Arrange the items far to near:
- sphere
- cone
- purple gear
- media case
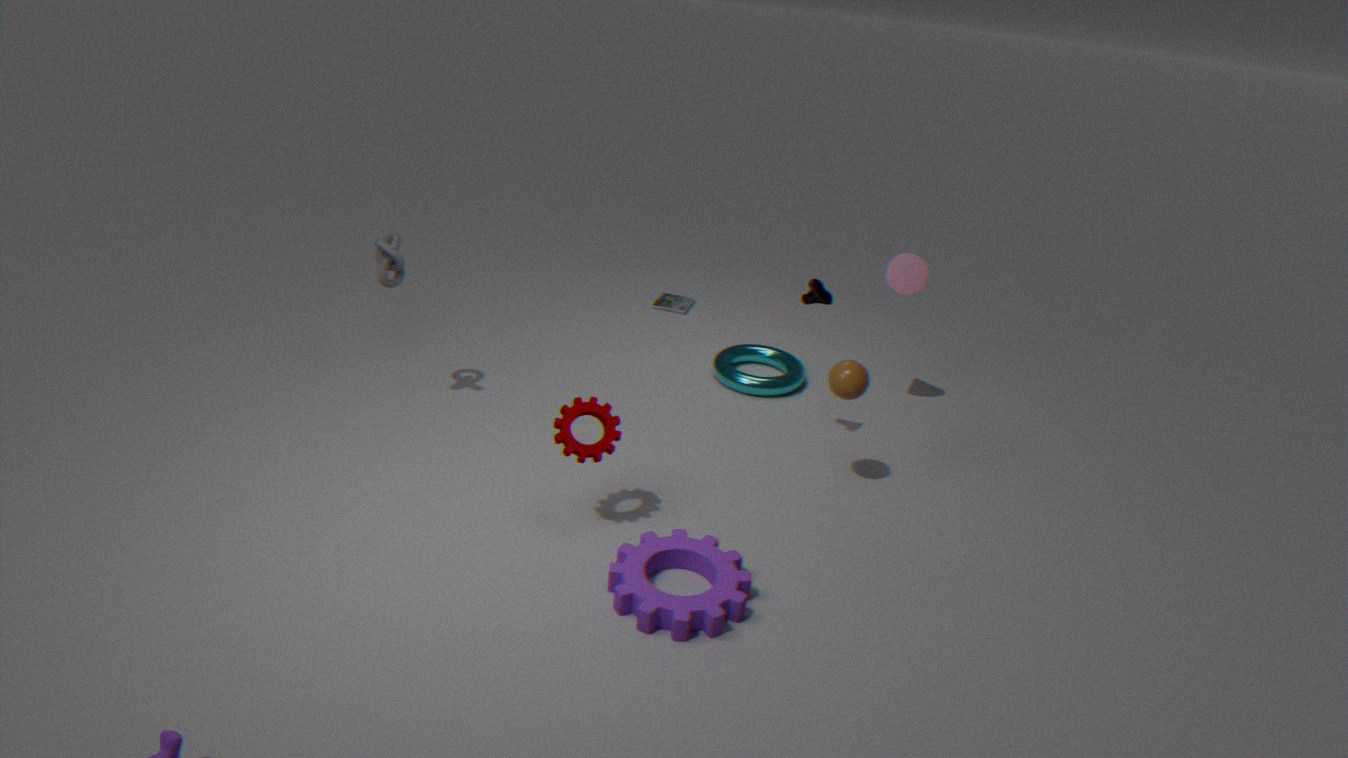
media case
cone
sphere
purple gear
